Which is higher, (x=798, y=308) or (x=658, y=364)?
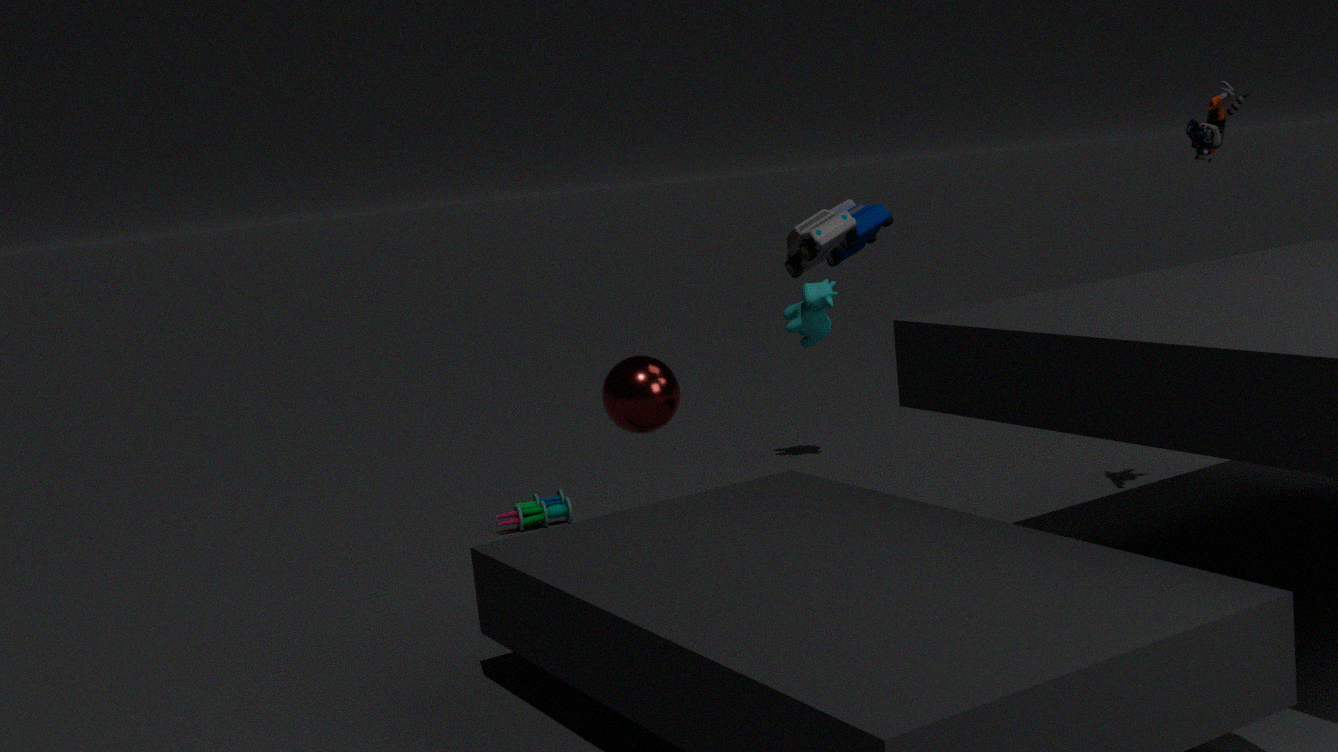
(x=658, y=364)
